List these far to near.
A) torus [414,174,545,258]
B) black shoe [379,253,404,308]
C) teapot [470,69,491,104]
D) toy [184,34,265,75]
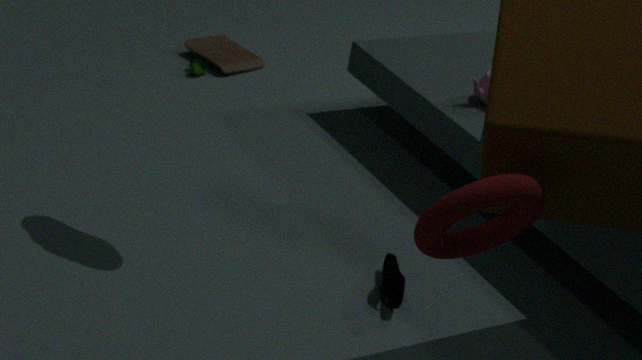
toy [184,34,265,75], teapot [470,69,491,104], black shoe [379,253,404,308], torus [414,174,545,258]
